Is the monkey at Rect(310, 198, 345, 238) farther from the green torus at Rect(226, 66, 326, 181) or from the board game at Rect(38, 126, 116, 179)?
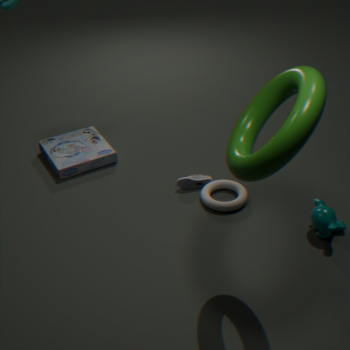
the board game at Rect(38, 126, 116, 179)
